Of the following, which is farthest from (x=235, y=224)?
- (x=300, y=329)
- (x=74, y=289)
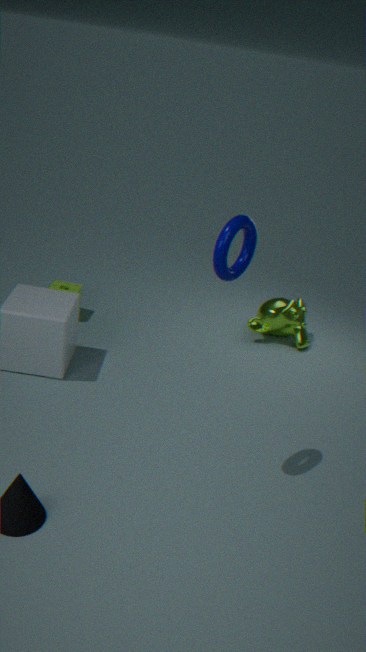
(x=74, y=289)
